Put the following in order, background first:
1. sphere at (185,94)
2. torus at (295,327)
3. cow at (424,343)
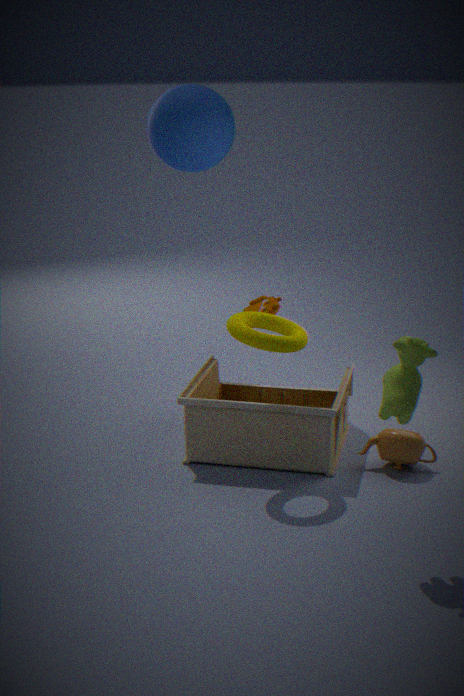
sphere at (185,94) < torus at (295,327) < cow at (424,343)
